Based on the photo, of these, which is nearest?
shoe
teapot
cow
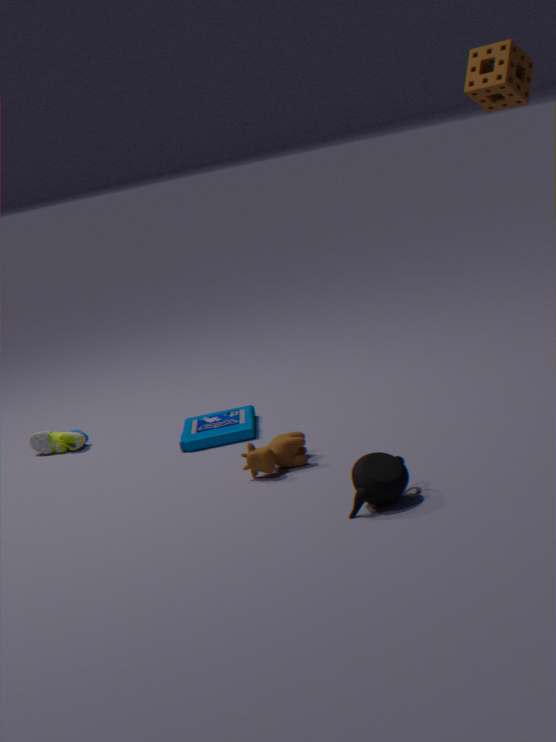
teapot
